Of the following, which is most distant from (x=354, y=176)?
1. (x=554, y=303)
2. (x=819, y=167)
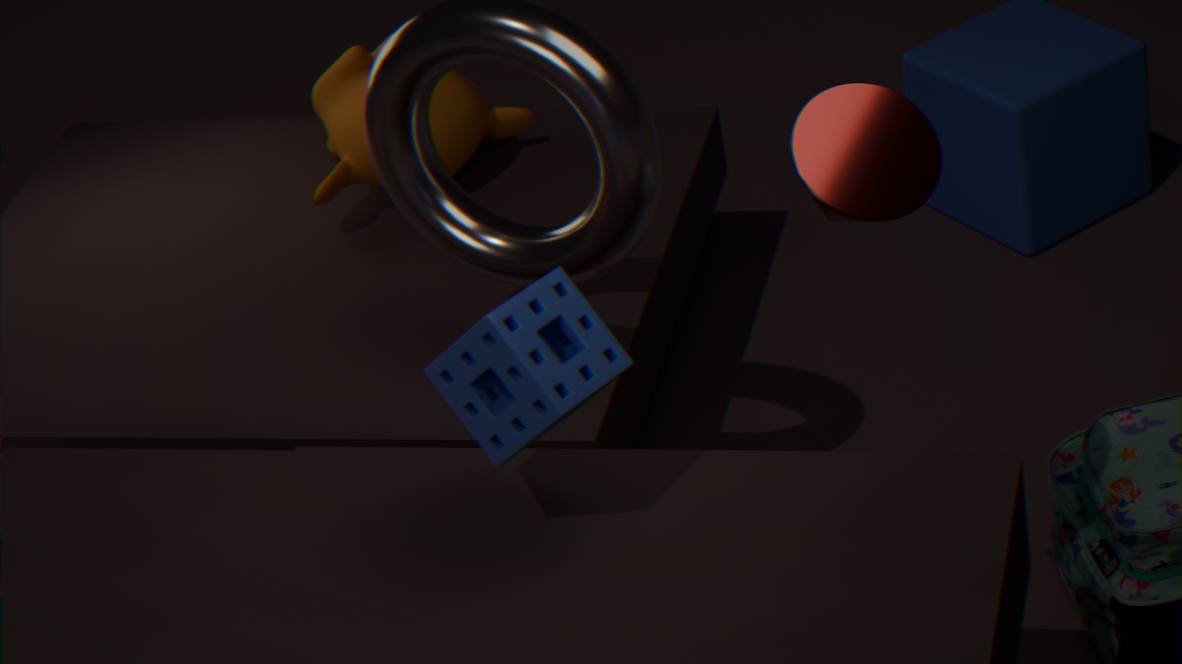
(x=819, y=167)
